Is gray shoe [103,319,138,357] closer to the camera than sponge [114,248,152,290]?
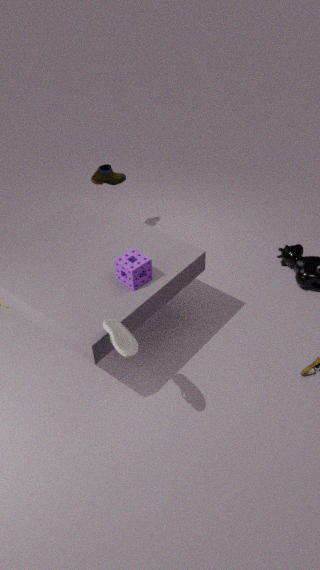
Yes
